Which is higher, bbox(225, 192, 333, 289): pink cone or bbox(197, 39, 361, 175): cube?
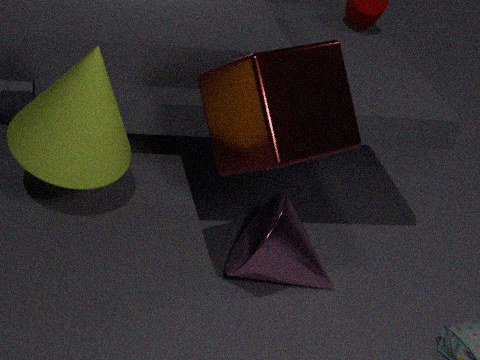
bbox(197, 39, 361, 175): cube
